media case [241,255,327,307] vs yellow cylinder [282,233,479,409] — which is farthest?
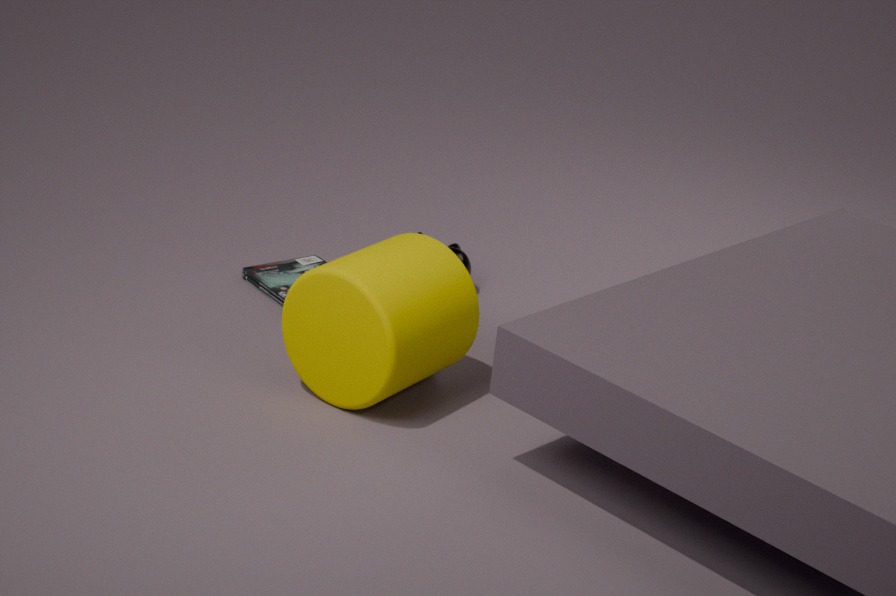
media case [241,255,327,307]
